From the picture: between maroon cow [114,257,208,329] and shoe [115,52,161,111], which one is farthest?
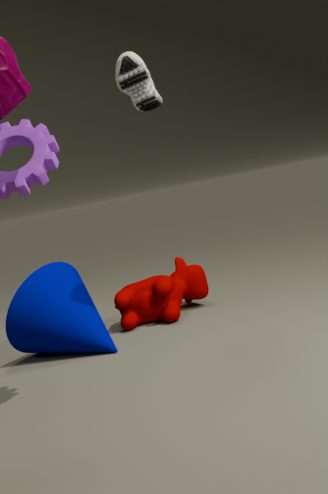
maroon cow [114,257,208,329]
